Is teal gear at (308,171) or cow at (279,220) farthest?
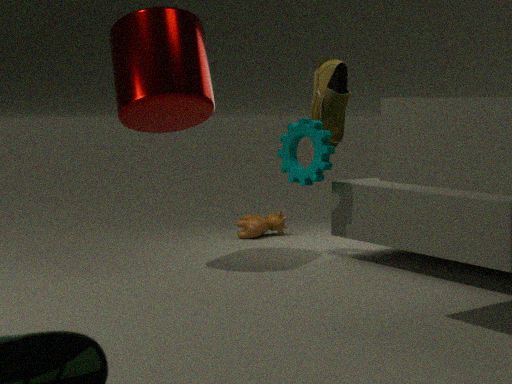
cow at (279,220)
